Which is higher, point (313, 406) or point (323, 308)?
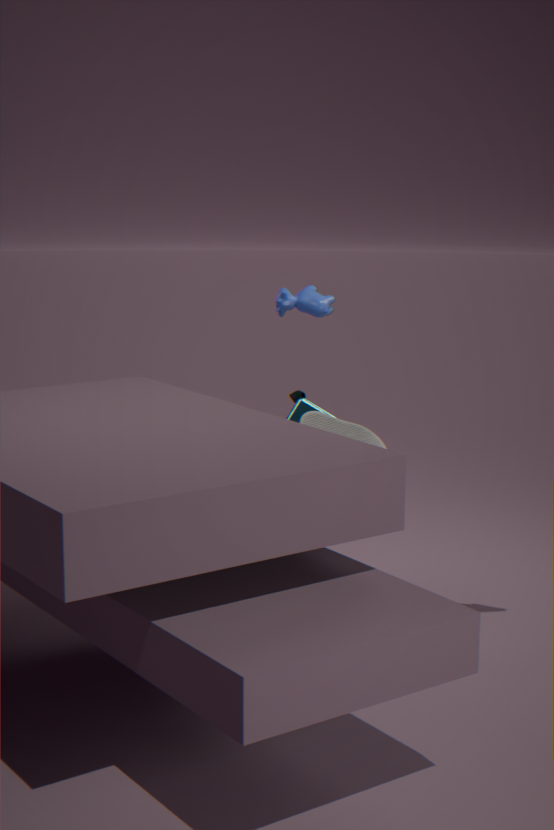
point (323, 308)
